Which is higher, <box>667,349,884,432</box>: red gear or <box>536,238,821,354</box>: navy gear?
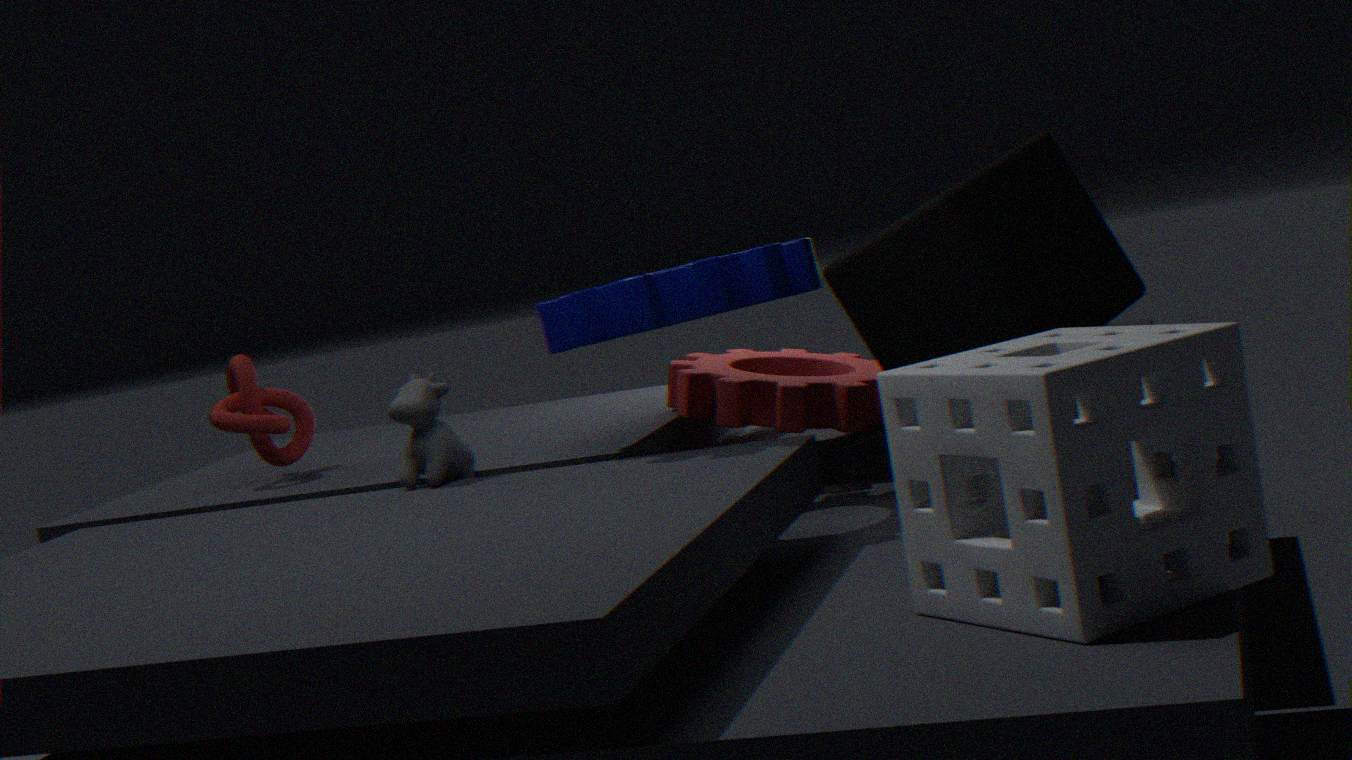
<box>536,238,821,354</box>: navy gear
